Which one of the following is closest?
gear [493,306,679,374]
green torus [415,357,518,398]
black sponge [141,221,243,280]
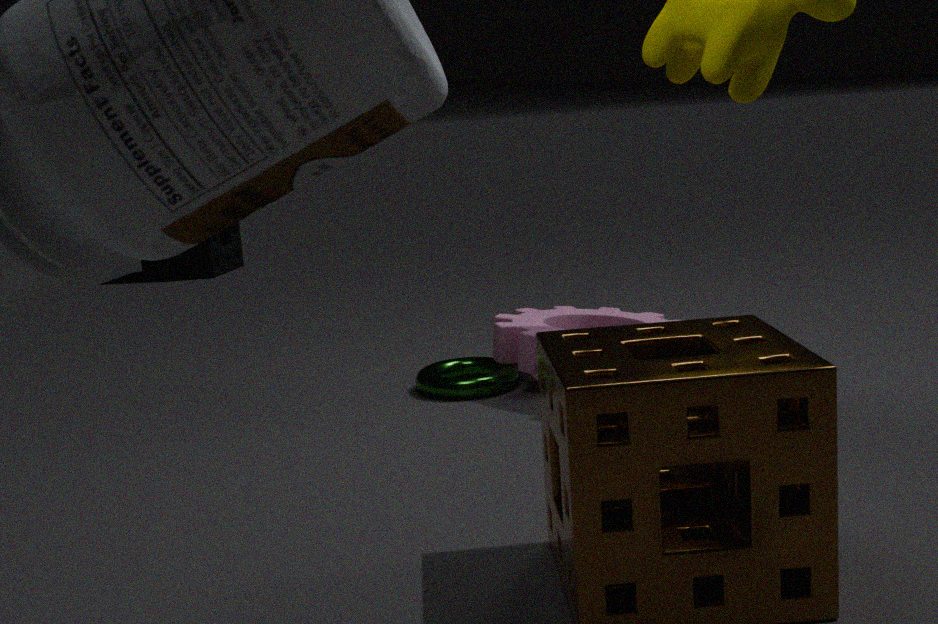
green torus [415,357,518,398]
